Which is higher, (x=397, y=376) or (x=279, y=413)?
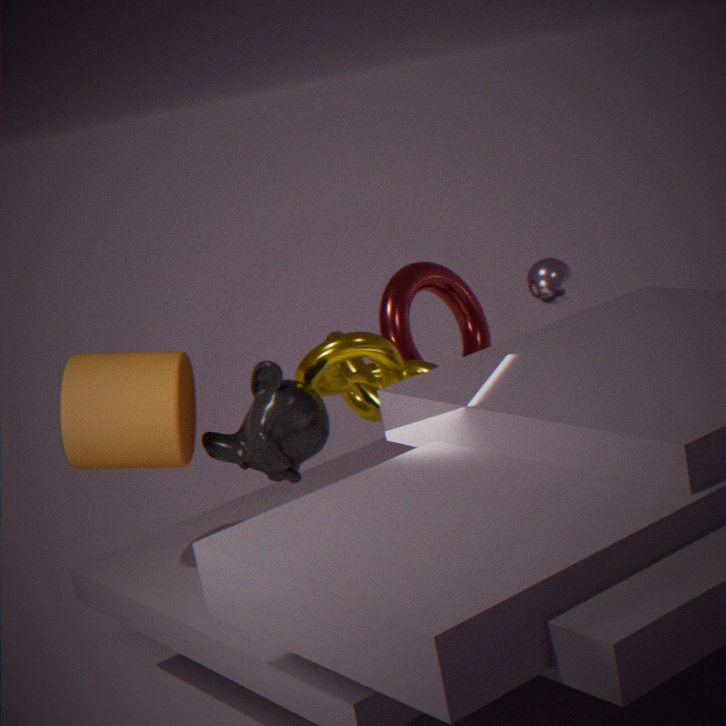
(x=397, y=376)
